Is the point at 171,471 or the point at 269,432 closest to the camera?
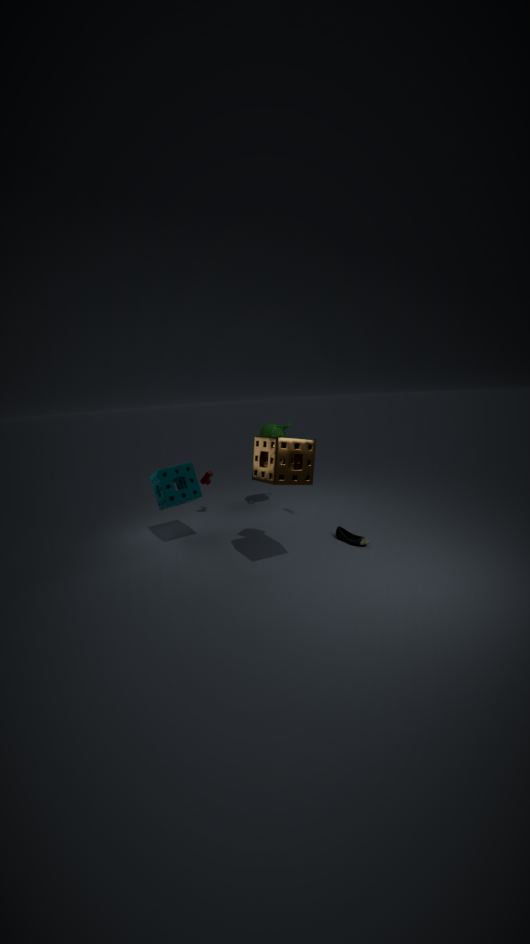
the point at 171,471
